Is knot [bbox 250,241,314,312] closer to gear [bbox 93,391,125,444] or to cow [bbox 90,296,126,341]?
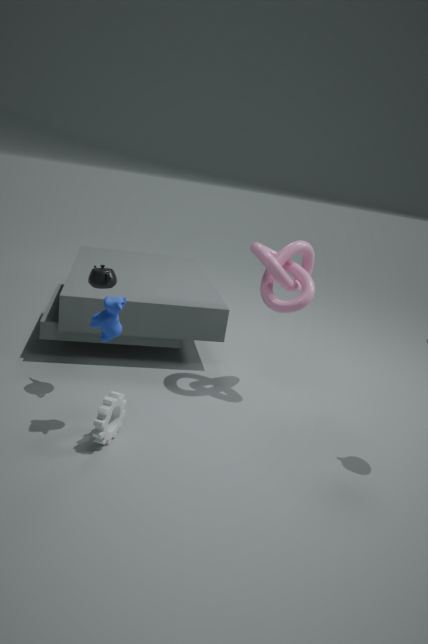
cow [bbox 90,296,126,341]
